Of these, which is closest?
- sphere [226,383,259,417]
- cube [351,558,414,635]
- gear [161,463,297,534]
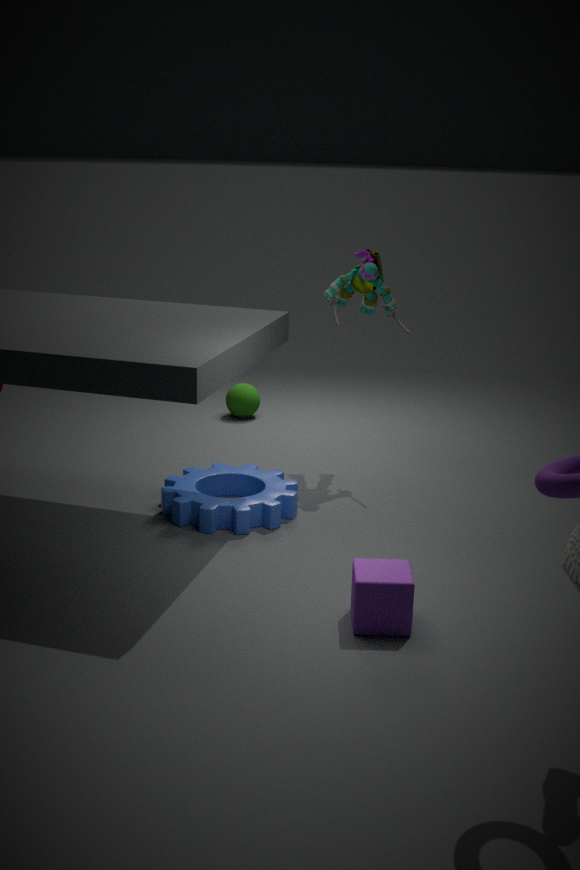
cube [351,558,414,635]
